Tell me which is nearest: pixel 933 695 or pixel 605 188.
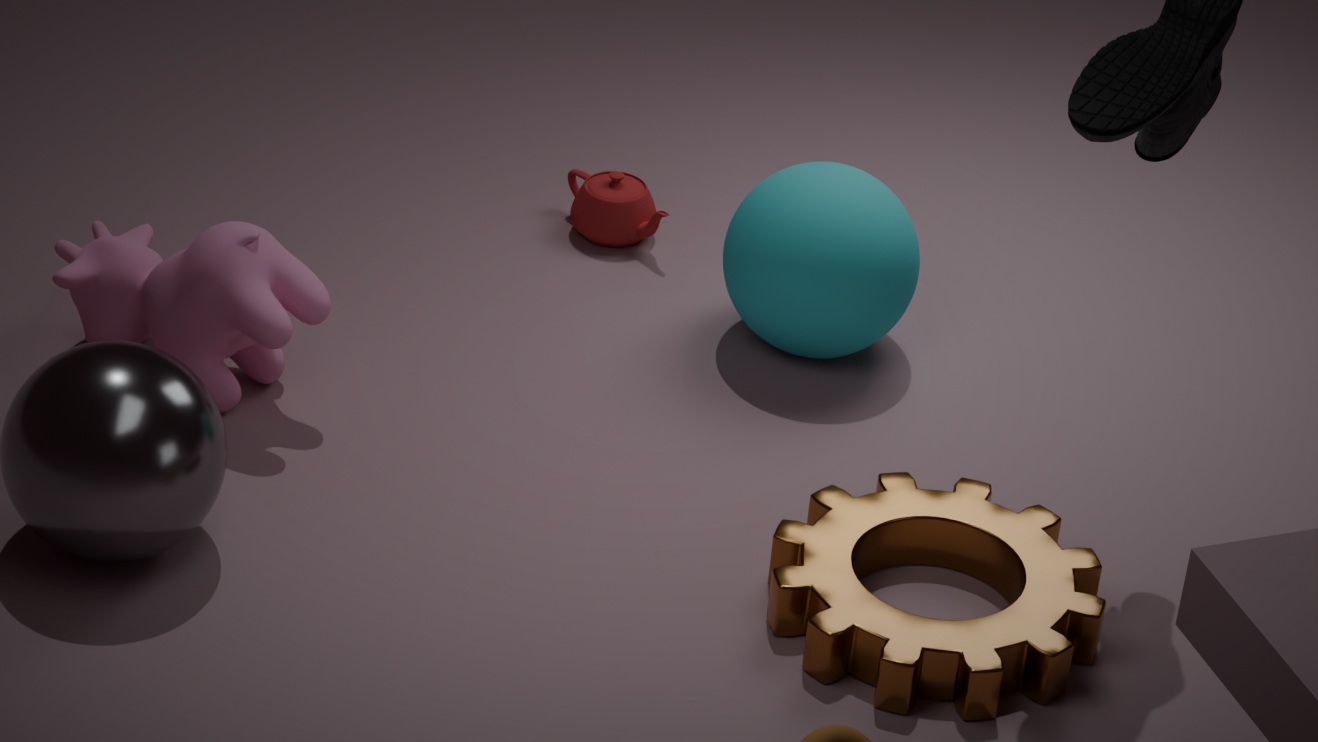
pixel 933 695
